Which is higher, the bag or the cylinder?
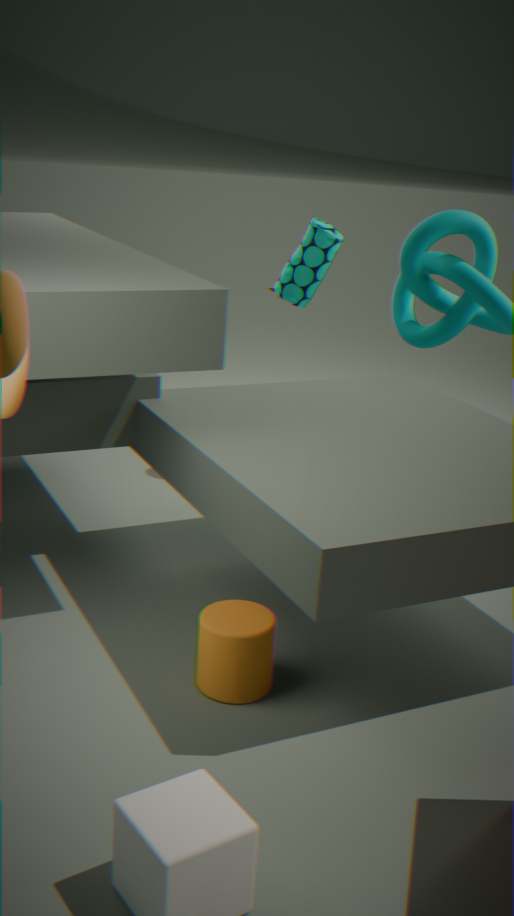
the bag
